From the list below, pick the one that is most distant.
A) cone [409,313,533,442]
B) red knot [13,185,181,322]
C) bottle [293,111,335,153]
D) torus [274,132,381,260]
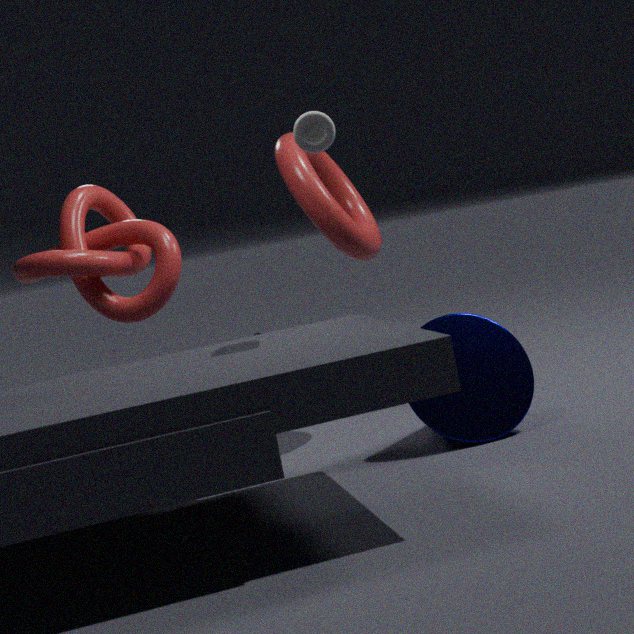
torus [274,132,381,260]
